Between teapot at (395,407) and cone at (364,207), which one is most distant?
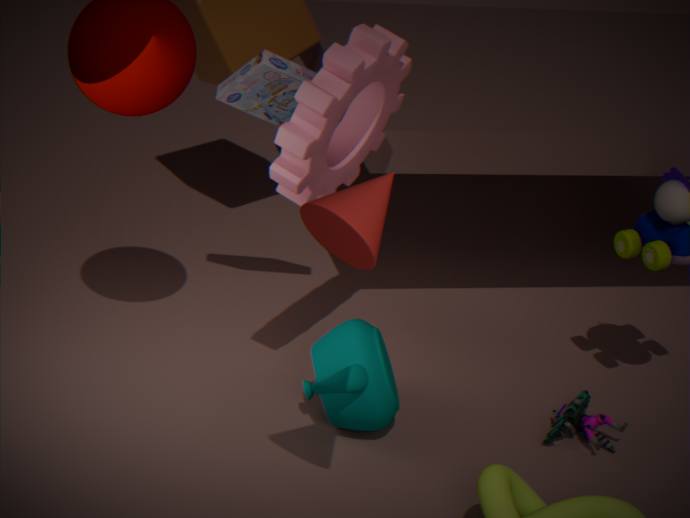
teapot at (395,407)
